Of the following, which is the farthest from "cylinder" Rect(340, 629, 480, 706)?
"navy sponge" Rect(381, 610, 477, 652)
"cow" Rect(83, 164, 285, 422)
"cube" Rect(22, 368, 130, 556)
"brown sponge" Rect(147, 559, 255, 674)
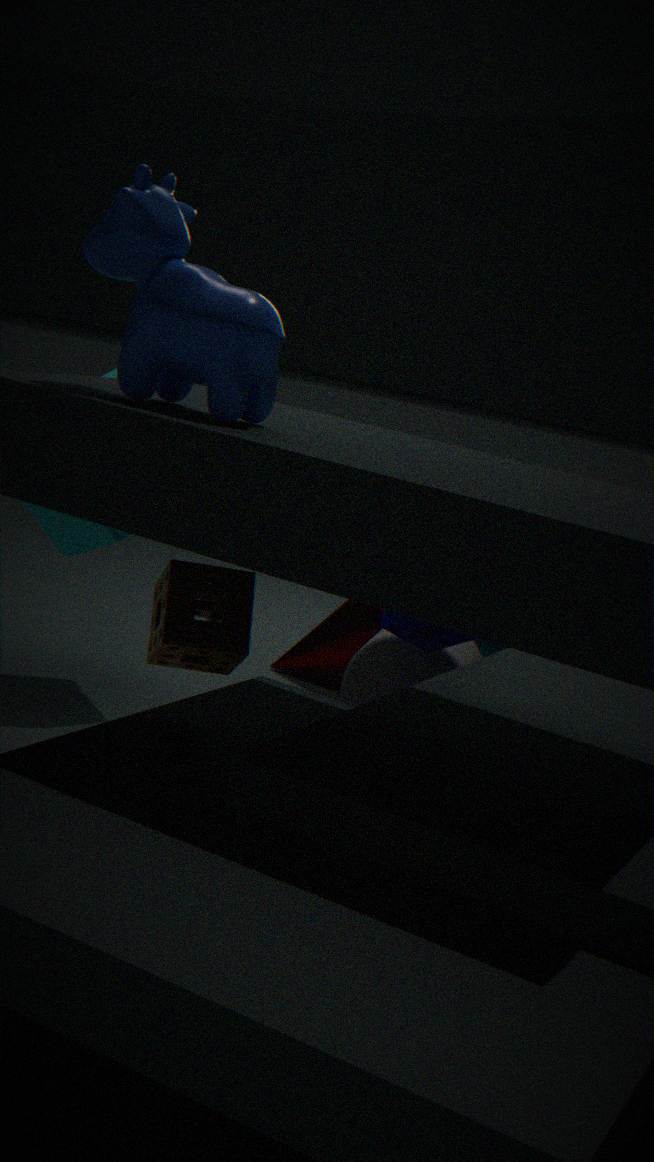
"cow" Rect(83, 164, 285, 422)
